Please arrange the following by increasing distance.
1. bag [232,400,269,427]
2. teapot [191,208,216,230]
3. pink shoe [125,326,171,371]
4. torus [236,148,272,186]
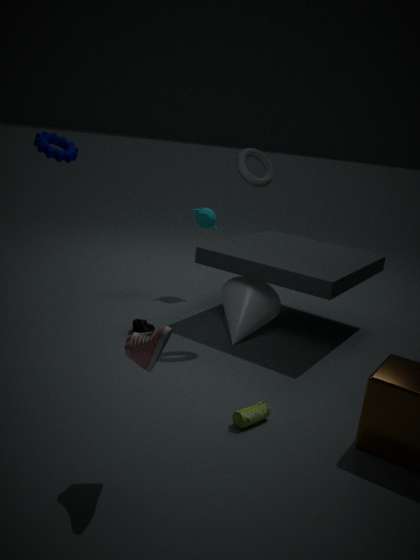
pink shoe [125,326,171,371] < bag [232,400,269,427] < torus [236,148,272,186] < teapot [191,208,216,230]
